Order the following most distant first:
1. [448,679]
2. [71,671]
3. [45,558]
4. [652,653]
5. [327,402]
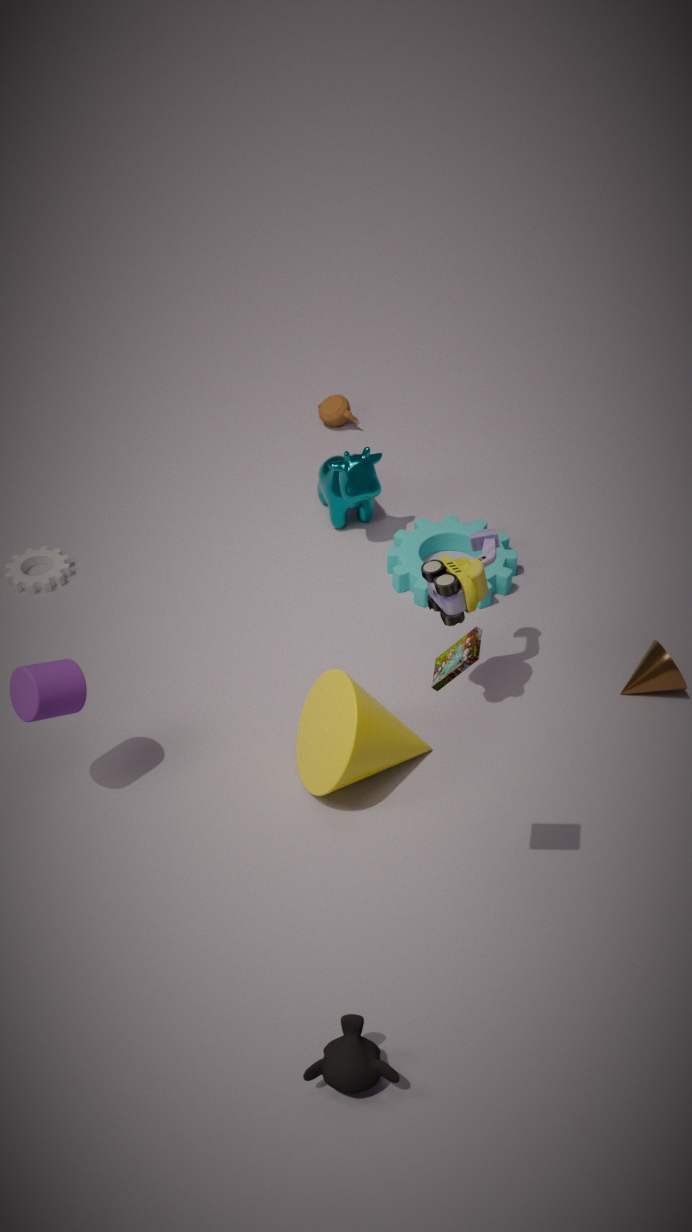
[327,402] → [45,558] → [652,653] → [71,671] → [448,679]
